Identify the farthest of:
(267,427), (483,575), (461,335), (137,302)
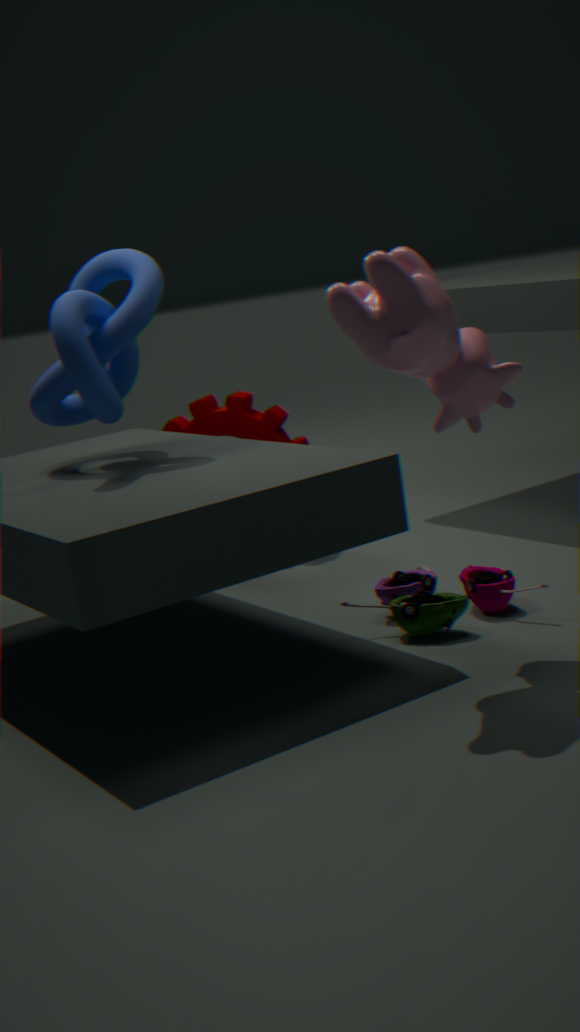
(267,427)
